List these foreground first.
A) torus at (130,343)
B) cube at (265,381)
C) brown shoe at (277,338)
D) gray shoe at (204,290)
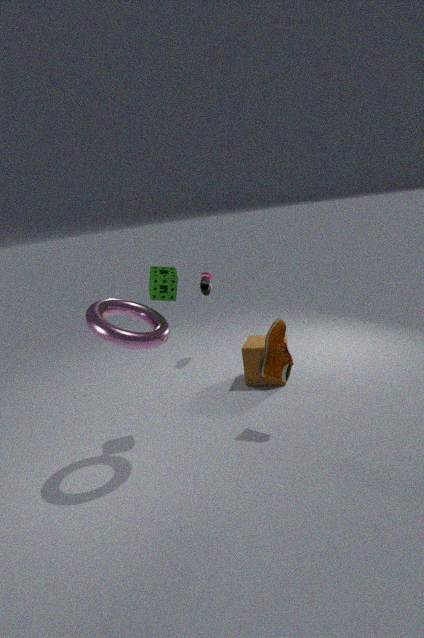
torus at (130,343), brown shoe at (277,338), cube at (265,381), gray shoe at (204,290)
